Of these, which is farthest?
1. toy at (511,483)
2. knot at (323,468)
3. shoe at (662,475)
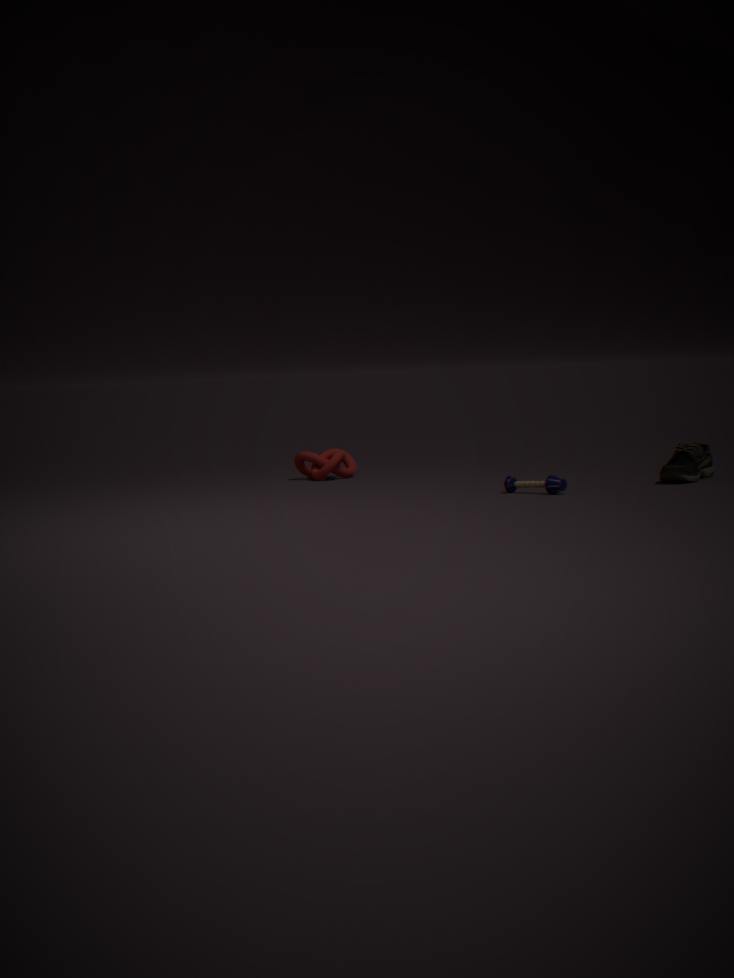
knot at (323,468)
